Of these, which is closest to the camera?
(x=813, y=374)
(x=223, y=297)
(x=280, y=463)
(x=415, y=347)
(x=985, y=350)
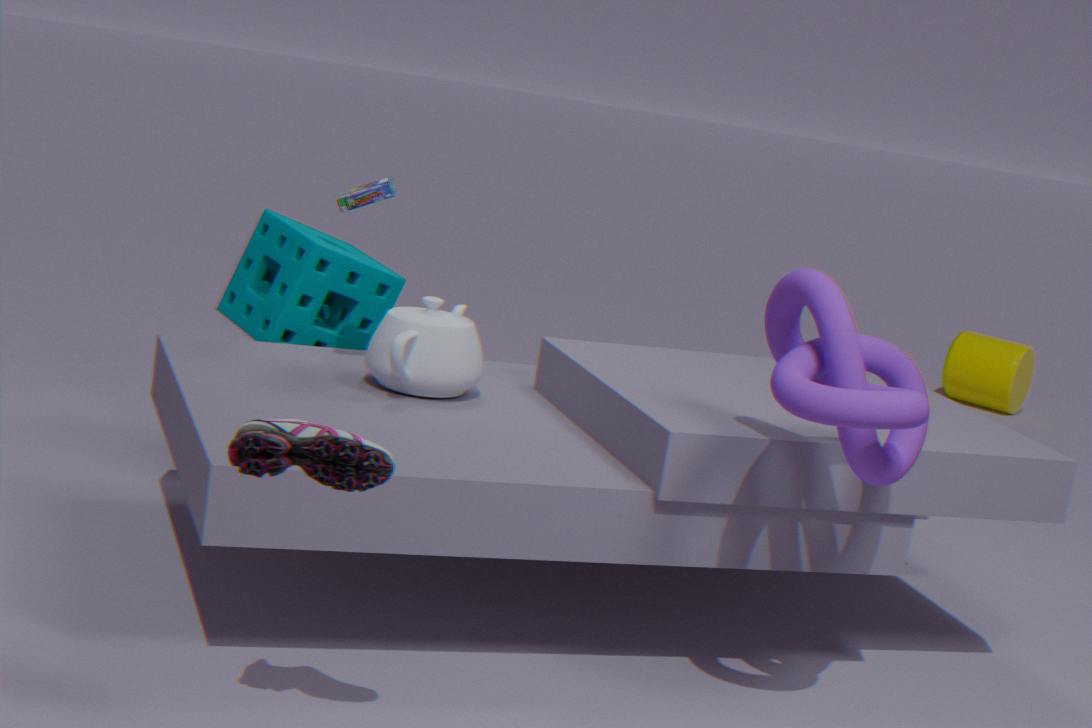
(x=280, y=463)
